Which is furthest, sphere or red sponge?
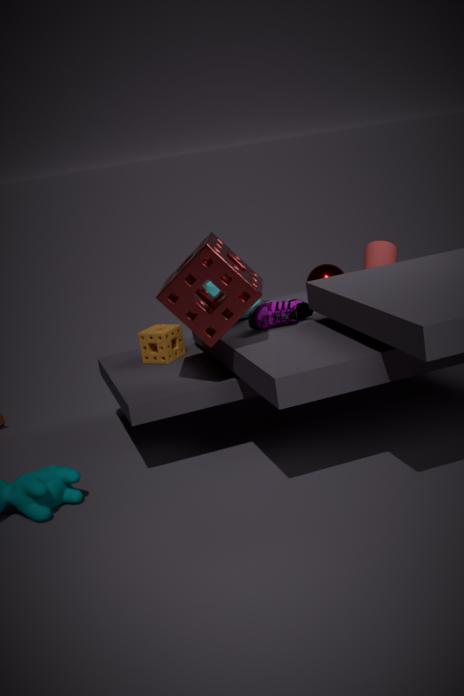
sphere
